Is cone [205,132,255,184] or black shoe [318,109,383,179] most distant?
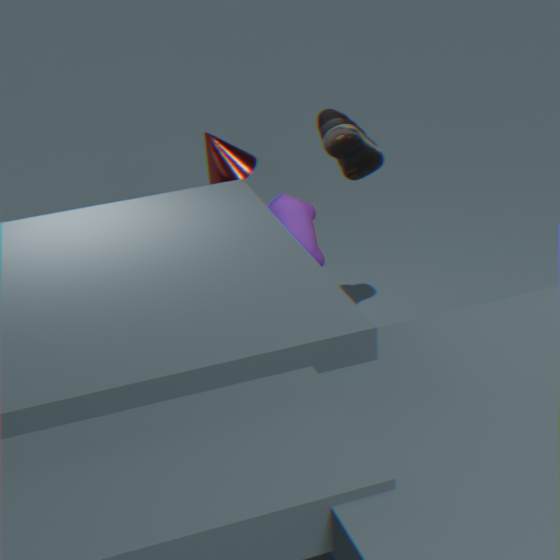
black shoe [318,109,383,179]
